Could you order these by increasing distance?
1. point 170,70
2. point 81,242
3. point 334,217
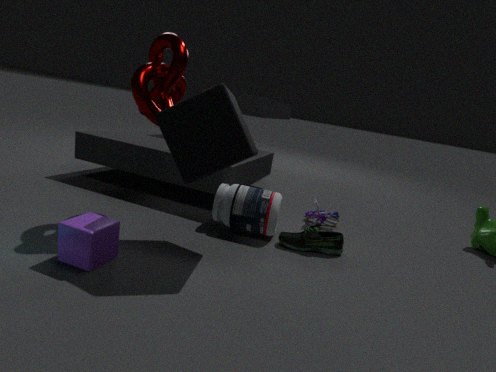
point 81,242
point 170,70
point 334,217
